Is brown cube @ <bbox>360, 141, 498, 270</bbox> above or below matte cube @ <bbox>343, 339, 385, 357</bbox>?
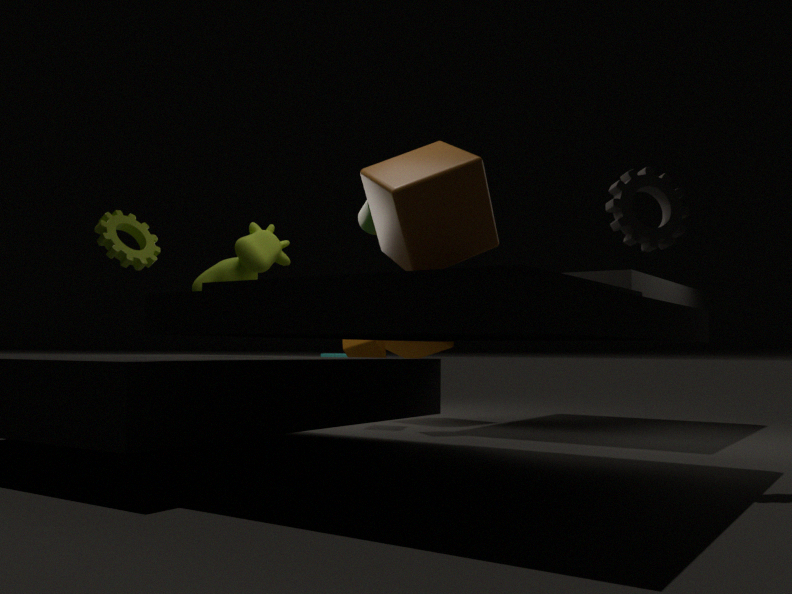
above
